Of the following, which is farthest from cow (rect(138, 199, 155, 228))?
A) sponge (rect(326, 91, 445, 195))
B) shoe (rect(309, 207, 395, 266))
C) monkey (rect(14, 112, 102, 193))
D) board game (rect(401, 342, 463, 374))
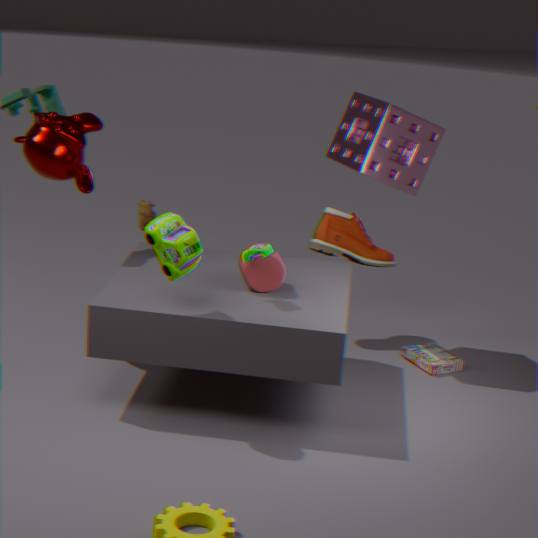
board game (rect(401, 342, 463, 374))
